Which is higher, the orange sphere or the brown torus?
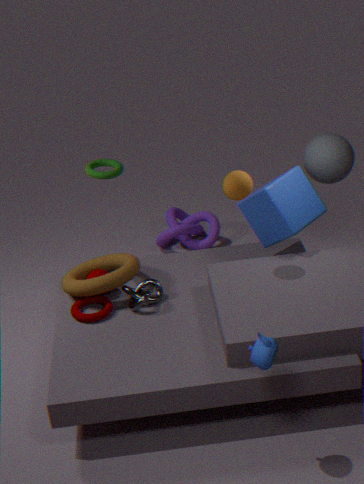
the orange sphere
